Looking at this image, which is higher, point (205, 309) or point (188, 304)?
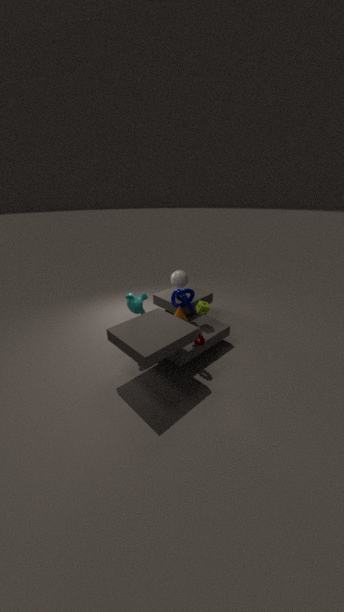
point (188, 304)
